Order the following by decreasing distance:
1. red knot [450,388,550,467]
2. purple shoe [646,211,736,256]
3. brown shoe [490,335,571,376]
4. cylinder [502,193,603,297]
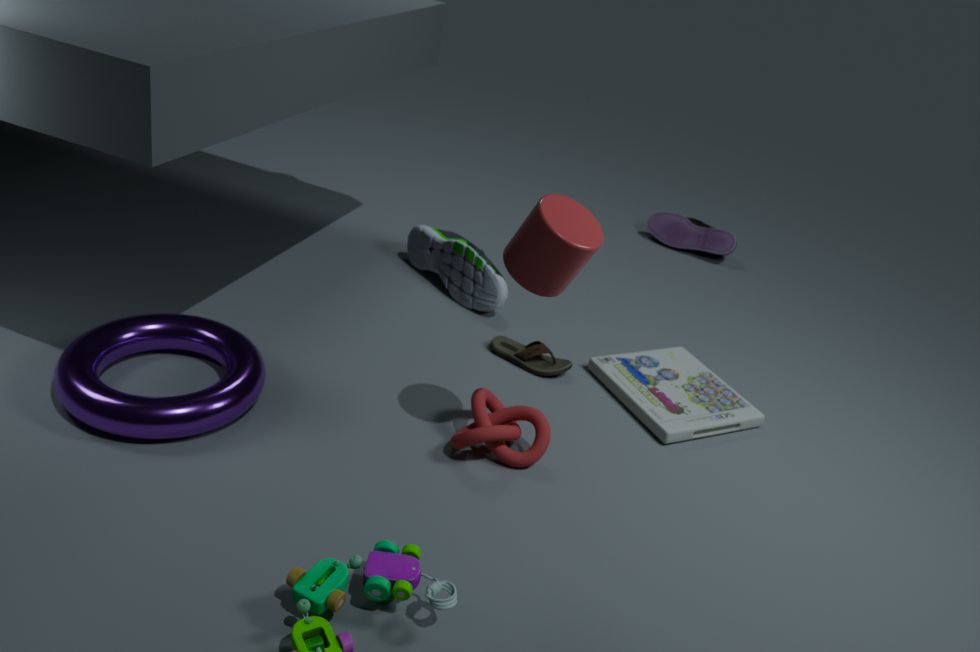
purple shoe [646,211,736,256], brown shoe [490,335,571,376], red knot [450,388,550,467], cylinder [502,193,603,297]
